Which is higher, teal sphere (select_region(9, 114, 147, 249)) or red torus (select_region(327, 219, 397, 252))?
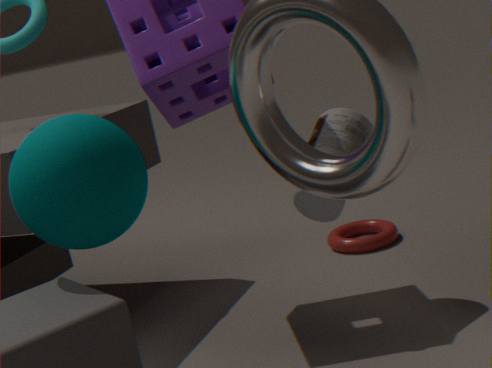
teal sphere (select_region(9, 114, 147, 249))
